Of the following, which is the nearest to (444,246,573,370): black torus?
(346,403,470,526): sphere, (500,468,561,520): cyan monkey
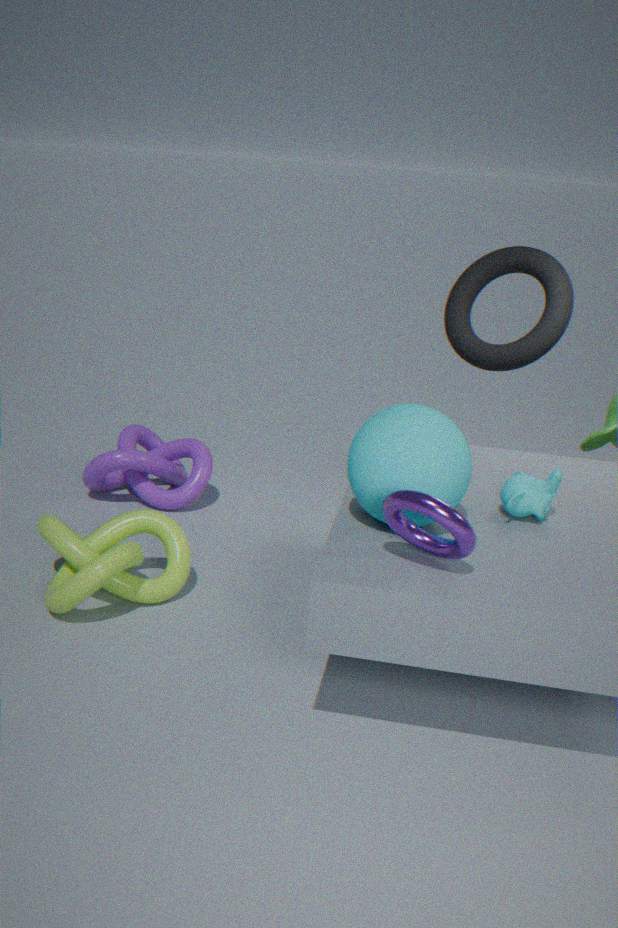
(500,468,561,520): cyan monkey
